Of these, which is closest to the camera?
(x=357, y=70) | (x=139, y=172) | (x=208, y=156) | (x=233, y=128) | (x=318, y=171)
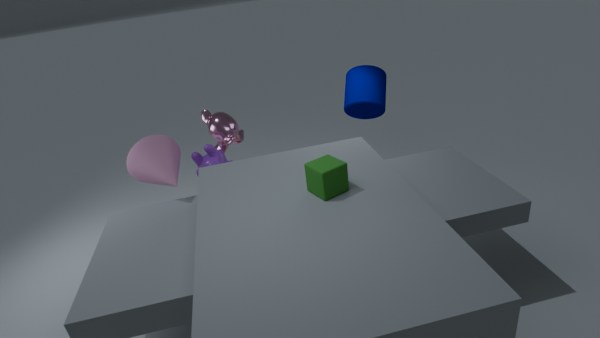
(x=318, y=171)
